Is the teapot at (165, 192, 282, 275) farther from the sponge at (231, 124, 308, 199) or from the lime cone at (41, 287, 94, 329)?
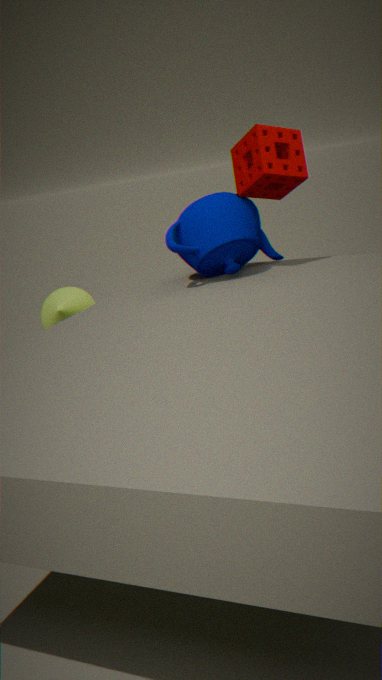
the lime cone at (41, 287, 94, 329)
